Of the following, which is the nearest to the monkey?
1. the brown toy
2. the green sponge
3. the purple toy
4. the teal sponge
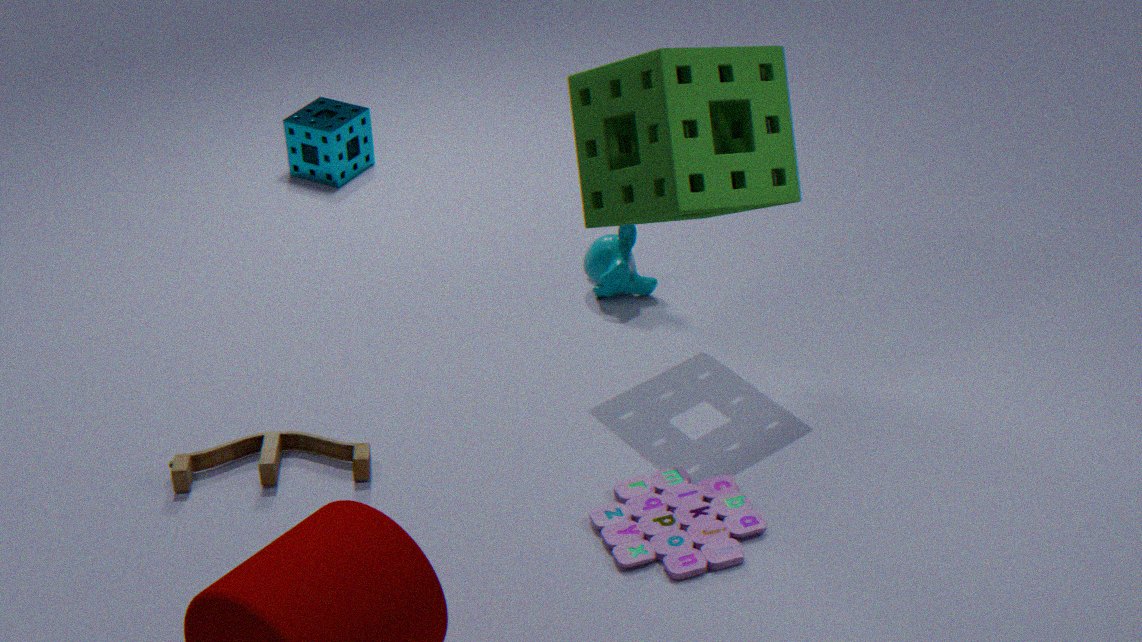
the green sponge
